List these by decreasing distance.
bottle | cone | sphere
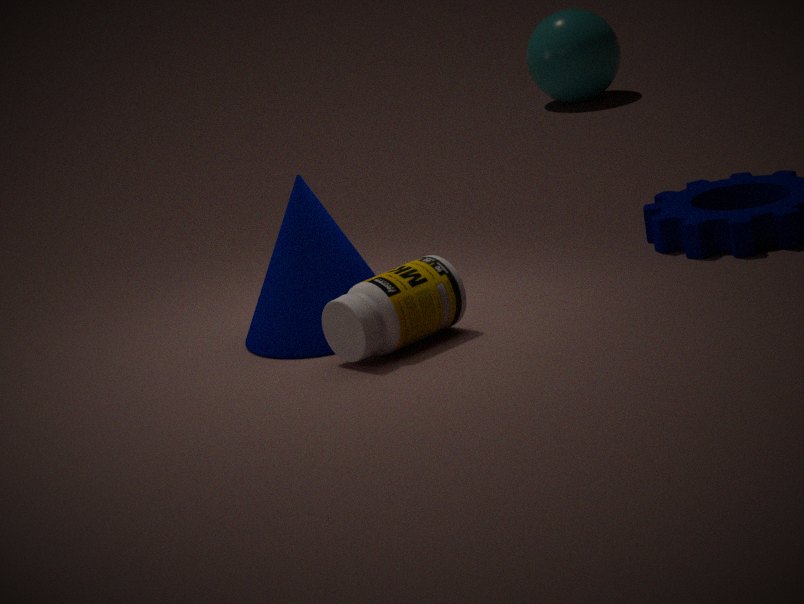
1. sphere
2. cone
3. bottle
